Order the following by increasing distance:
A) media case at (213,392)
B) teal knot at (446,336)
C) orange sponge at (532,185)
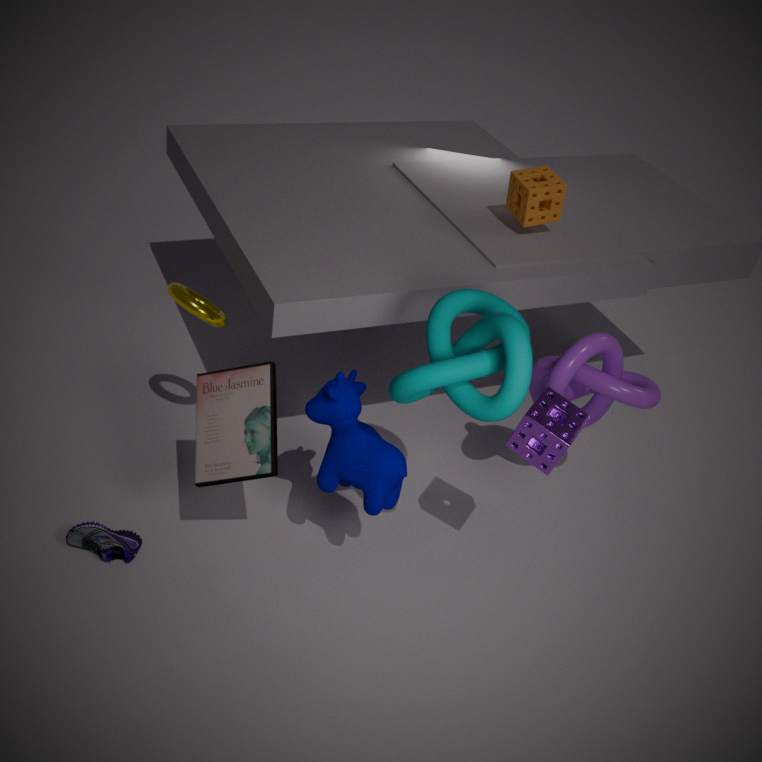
teal knot at (446,336)
media case at (213,392)
orange sponge at (532,185)
